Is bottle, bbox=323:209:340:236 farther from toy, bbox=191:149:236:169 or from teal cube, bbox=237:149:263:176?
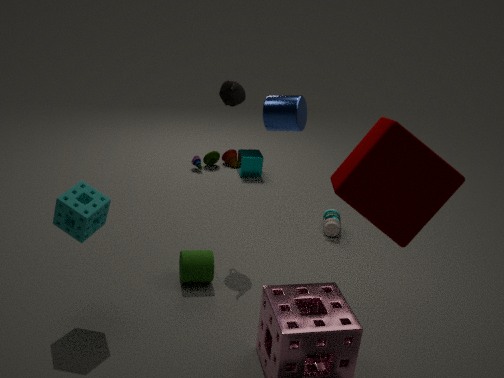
toy, bbox=191:149:236:169
